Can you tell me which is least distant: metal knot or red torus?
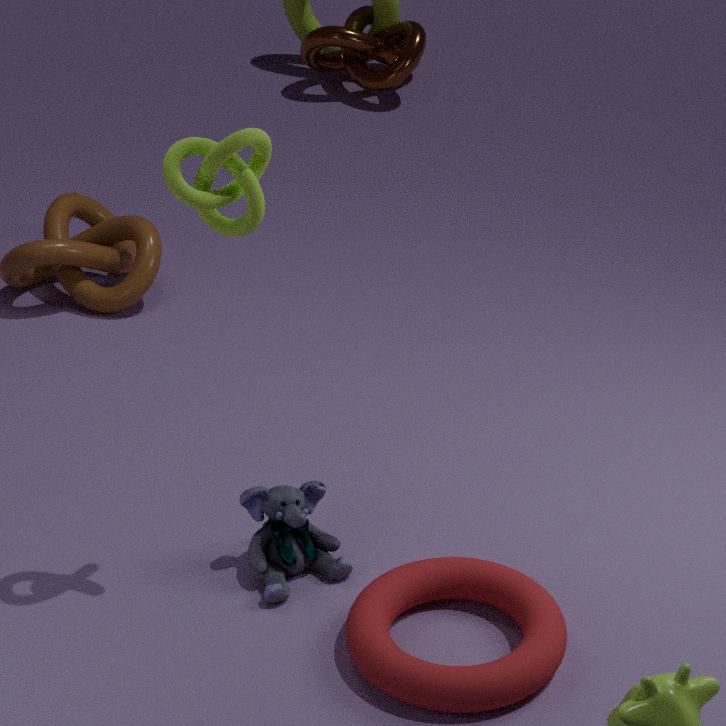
red torus
